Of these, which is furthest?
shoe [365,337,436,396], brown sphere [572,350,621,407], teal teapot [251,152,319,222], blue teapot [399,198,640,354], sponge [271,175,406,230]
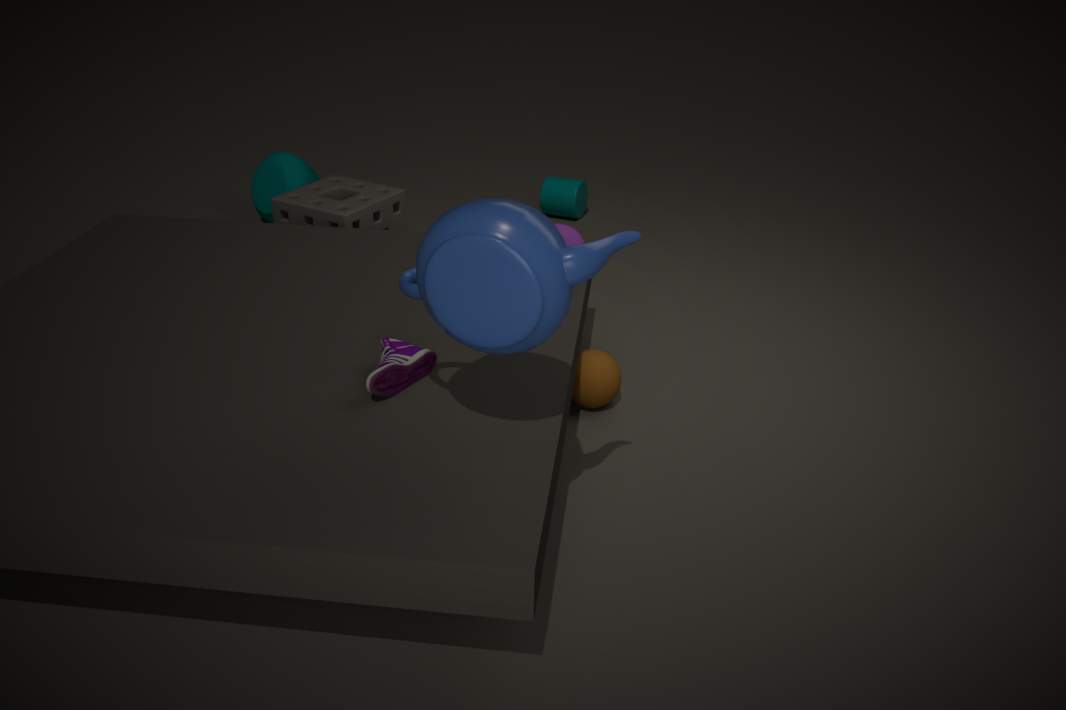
teal teapot [251,152,319,222]
